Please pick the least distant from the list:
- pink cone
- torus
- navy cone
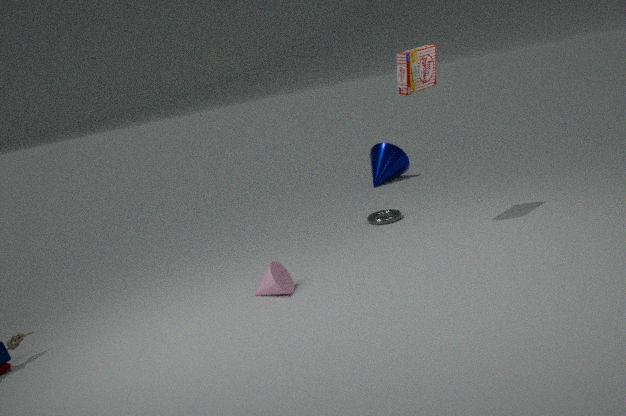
pink cone
